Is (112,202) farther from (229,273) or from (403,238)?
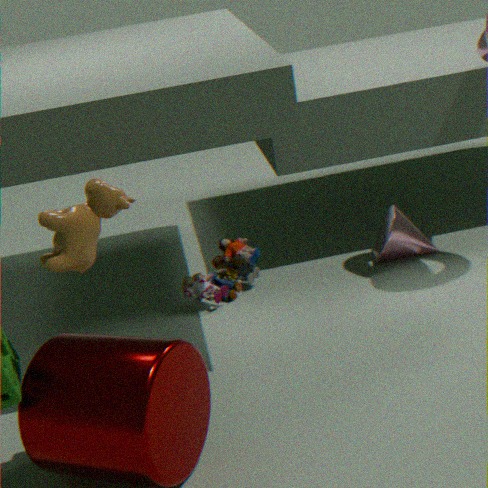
(403,238)
